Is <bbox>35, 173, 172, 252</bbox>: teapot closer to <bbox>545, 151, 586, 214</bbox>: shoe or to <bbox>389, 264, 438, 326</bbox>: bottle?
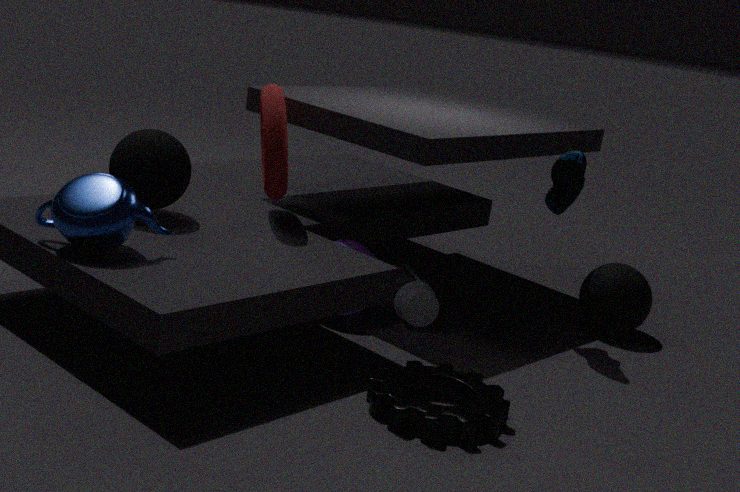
<bbox>389, 264, 438, 326</bbox>: bottle
